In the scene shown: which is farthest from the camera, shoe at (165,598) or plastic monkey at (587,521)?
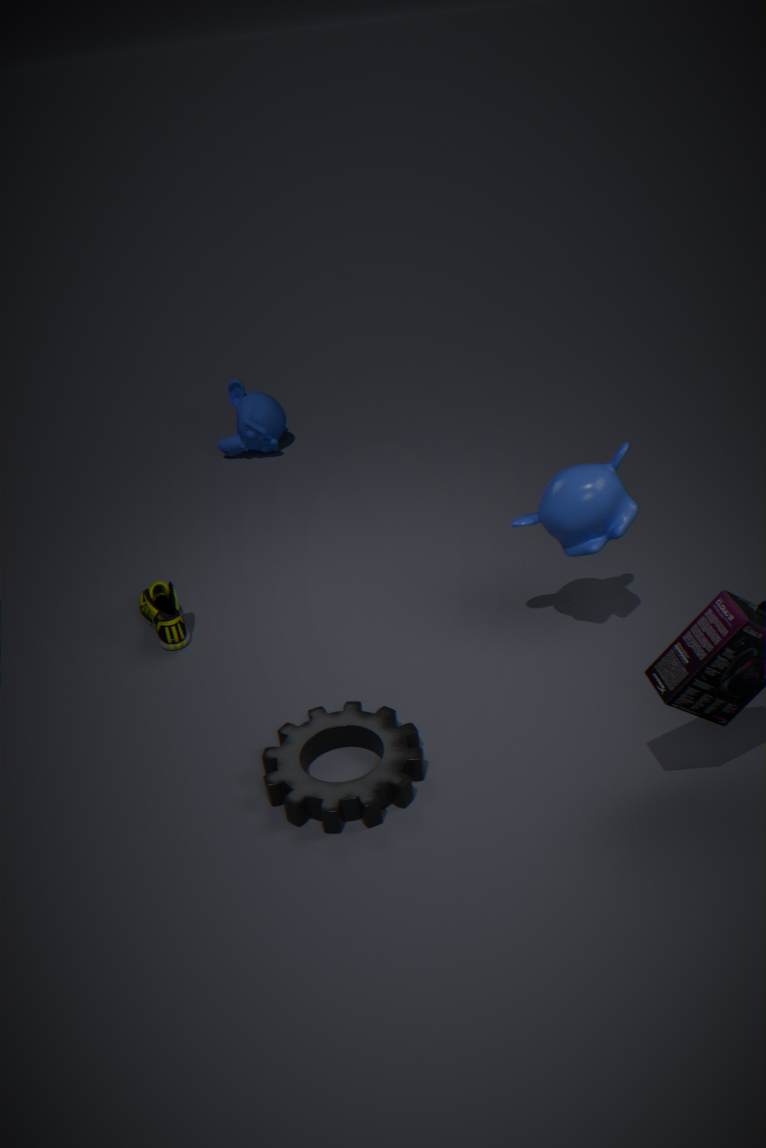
shoe at (165,598)
